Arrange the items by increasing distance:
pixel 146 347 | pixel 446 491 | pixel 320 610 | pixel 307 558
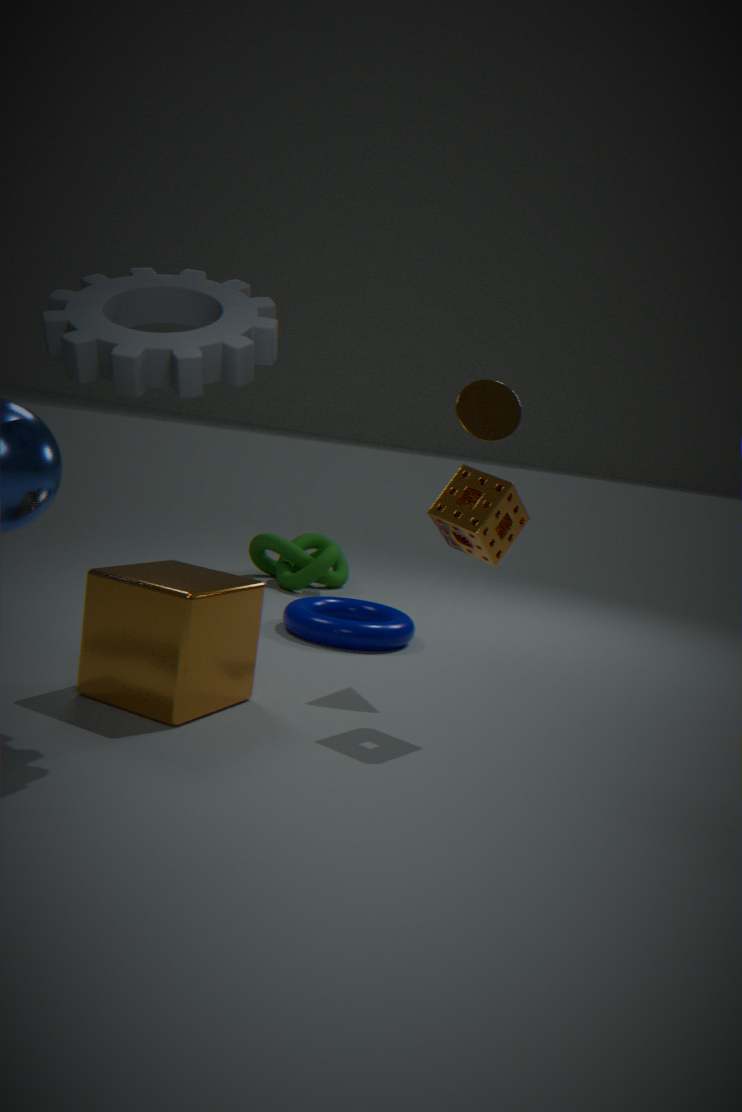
pixel 146 347 → pixel 446 491 → pixel 320 610 → pixel 307 558
